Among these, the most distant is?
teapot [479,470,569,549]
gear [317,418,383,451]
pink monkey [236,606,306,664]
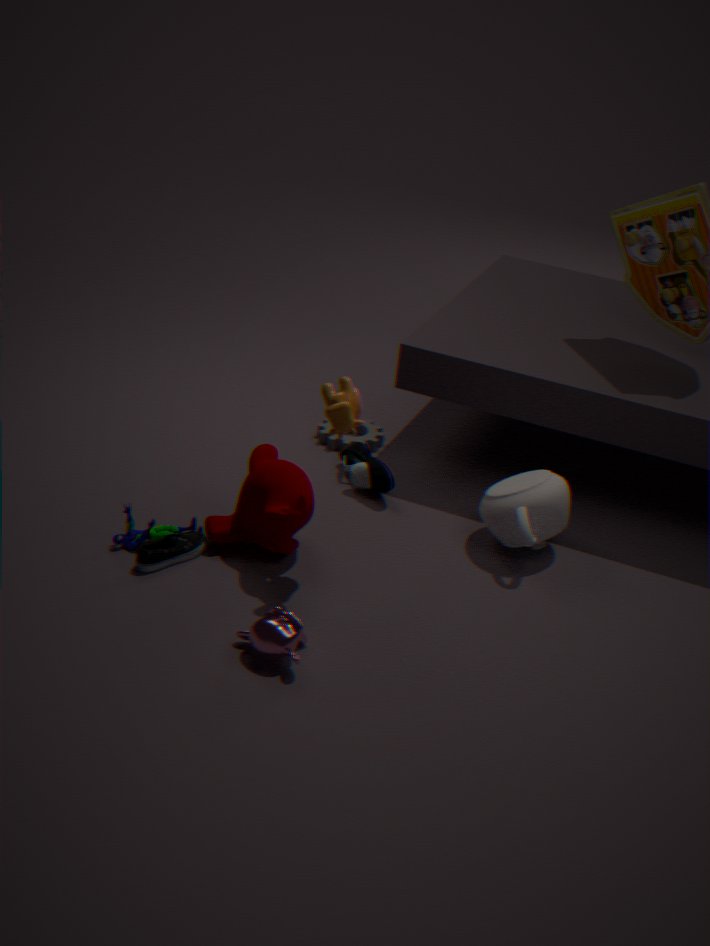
gear [317,418,383,451]
